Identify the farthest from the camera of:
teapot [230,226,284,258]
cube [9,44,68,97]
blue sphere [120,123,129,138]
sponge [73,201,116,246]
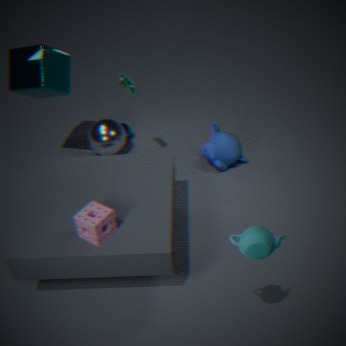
blue sphere [120,123,129,138]
